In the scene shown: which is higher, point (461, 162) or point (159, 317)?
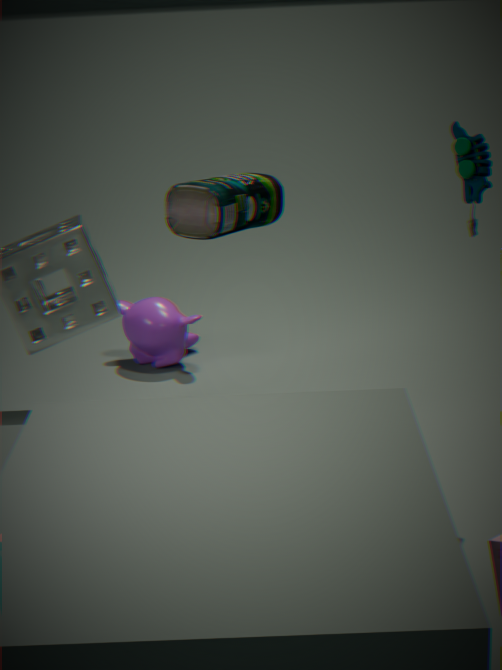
point (461, 162)
